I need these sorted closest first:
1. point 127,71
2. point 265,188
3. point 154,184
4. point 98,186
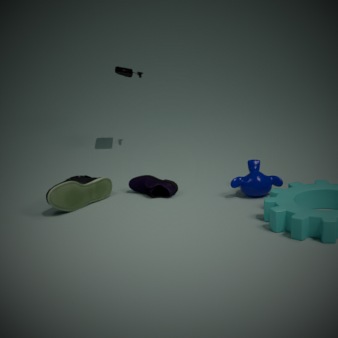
point 265,188, point 98,186, point 154,184, point 127,71
